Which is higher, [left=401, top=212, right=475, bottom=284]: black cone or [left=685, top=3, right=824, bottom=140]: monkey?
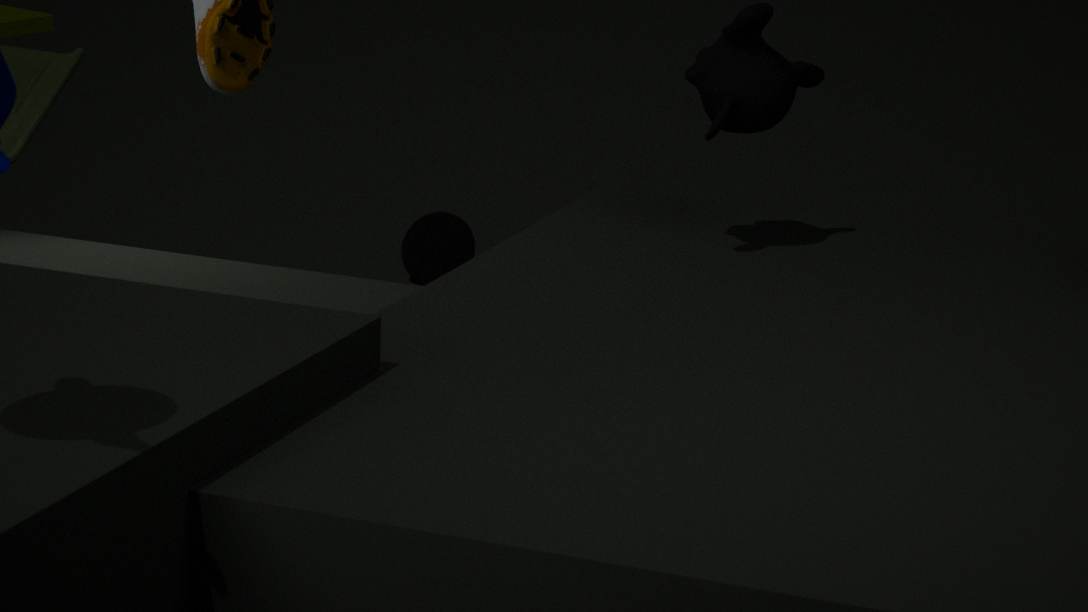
[left=685, top=3, right=824, bottom=140]: monkey
